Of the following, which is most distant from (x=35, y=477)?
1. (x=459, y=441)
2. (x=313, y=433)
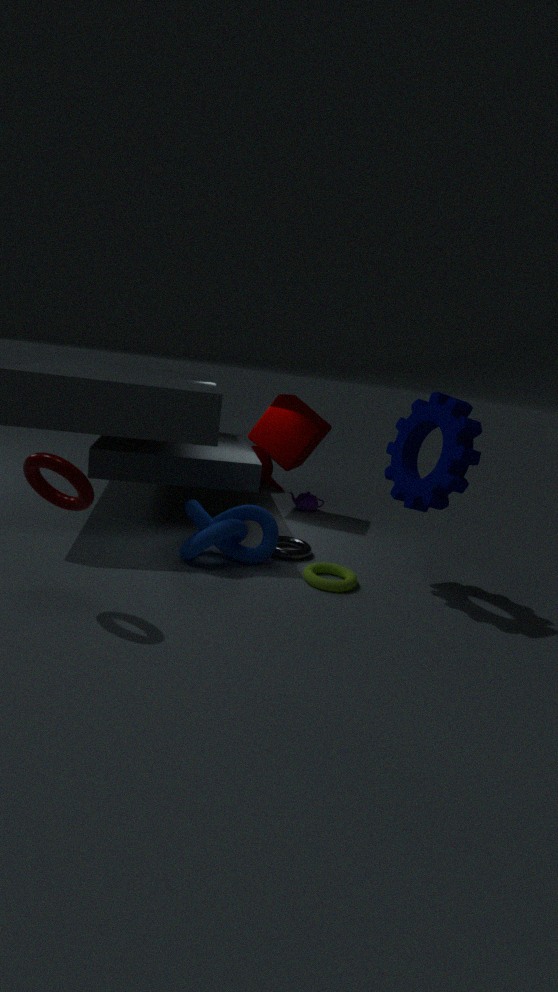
(x=313, y=433)
